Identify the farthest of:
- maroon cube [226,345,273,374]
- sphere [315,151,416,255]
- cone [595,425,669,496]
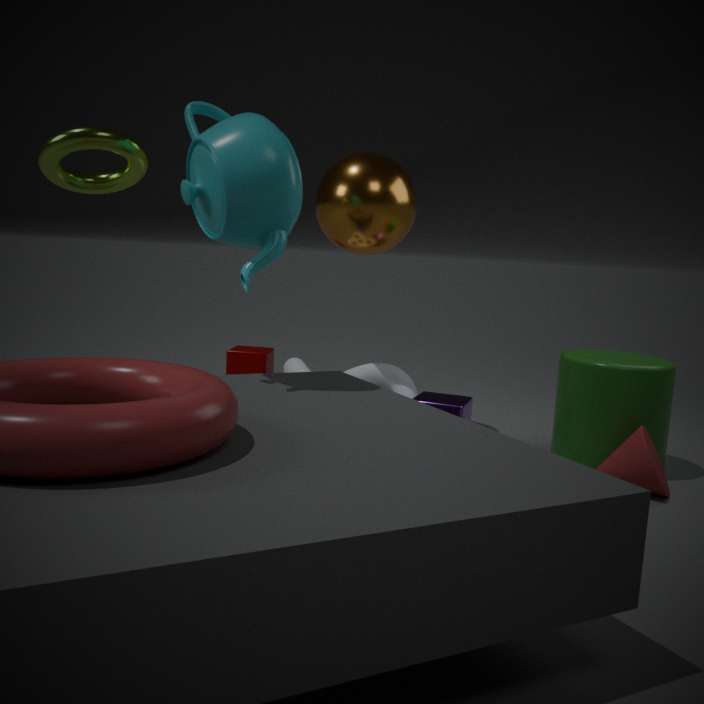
maroon cube [226,345,273,374]
